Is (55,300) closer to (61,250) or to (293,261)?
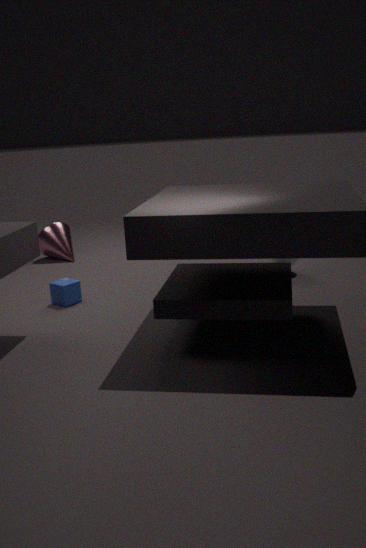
(61,250)
